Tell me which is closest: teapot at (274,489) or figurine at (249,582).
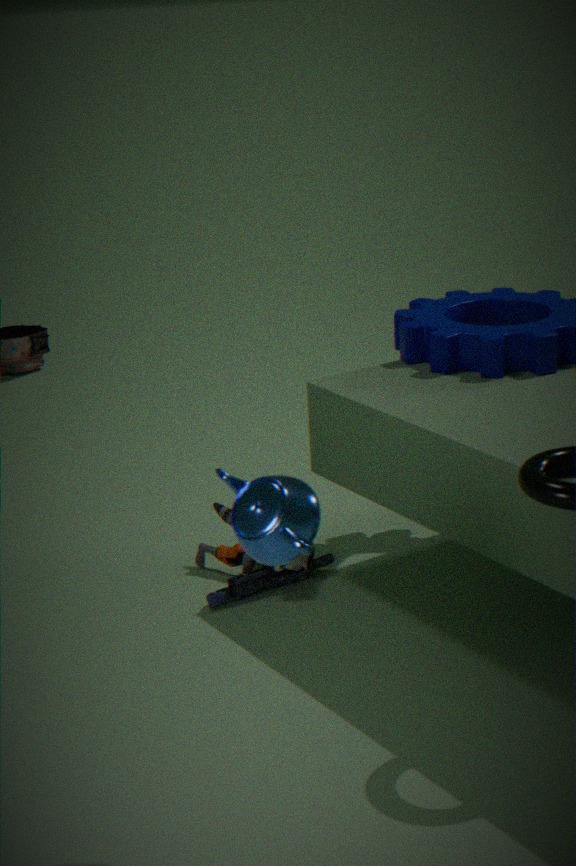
teapot at (274,489)
